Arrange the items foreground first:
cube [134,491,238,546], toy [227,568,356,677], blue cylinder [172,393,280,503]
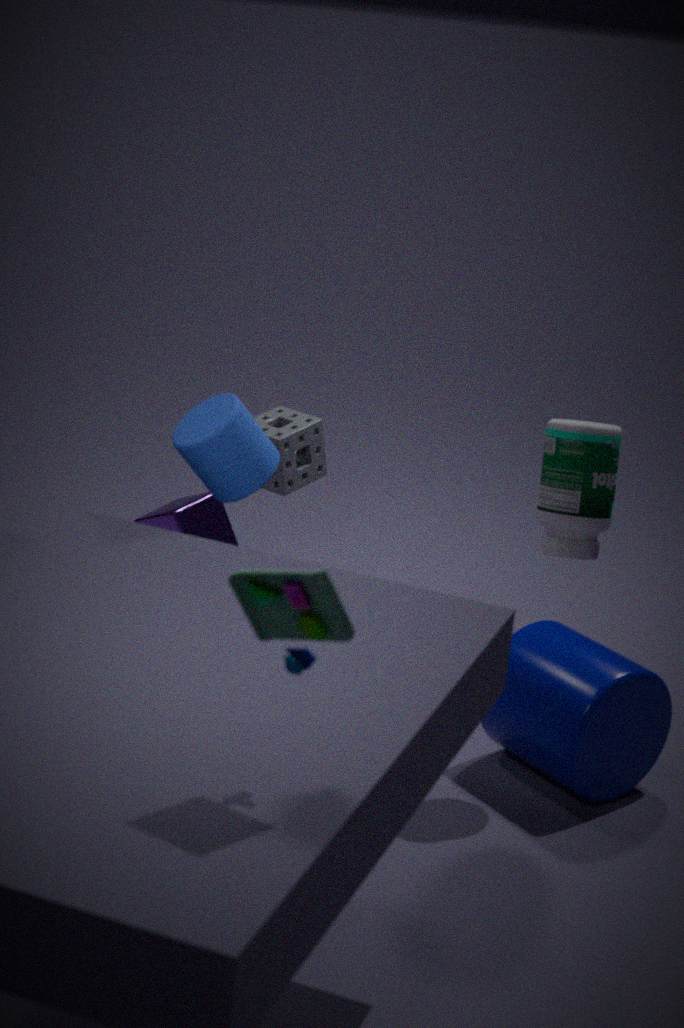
toy [227,568,356,677]
blue cylinder [172,393,280,503]
cube [134,491,238,546]
